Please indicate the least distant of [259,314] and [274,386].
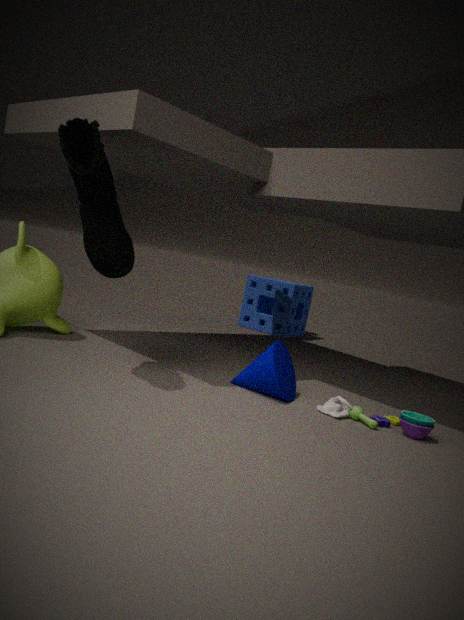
[274,386]
